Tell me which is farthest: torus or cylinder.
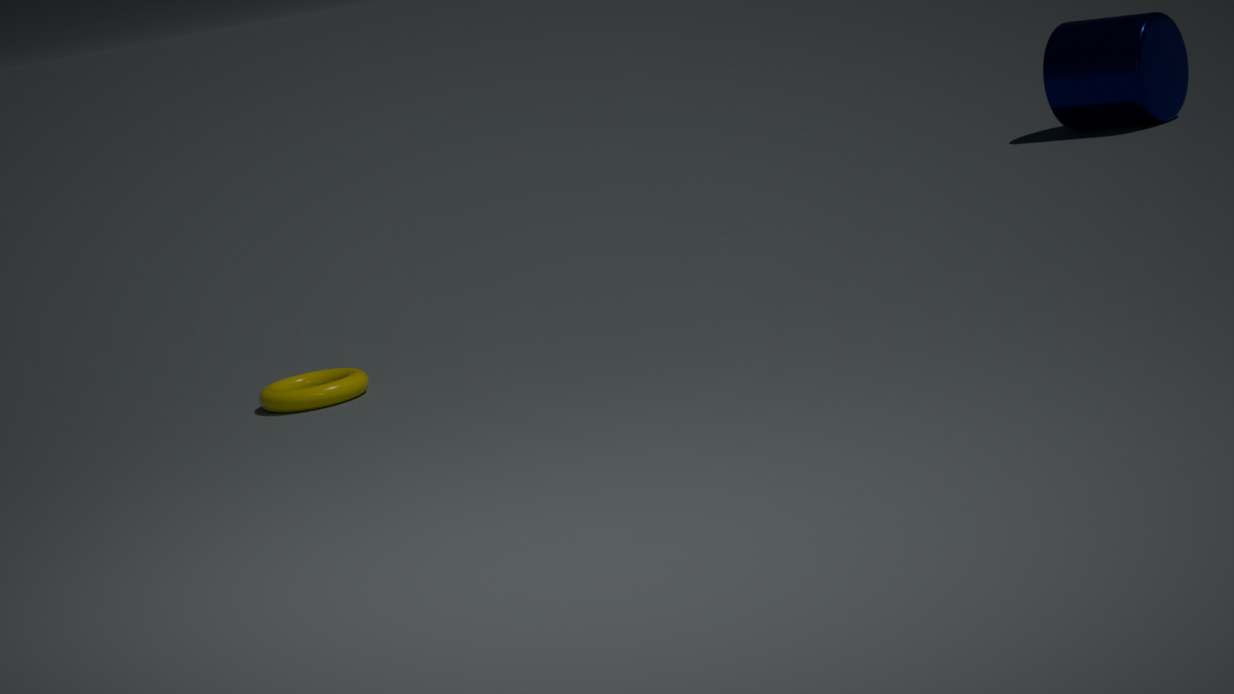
cylinder
